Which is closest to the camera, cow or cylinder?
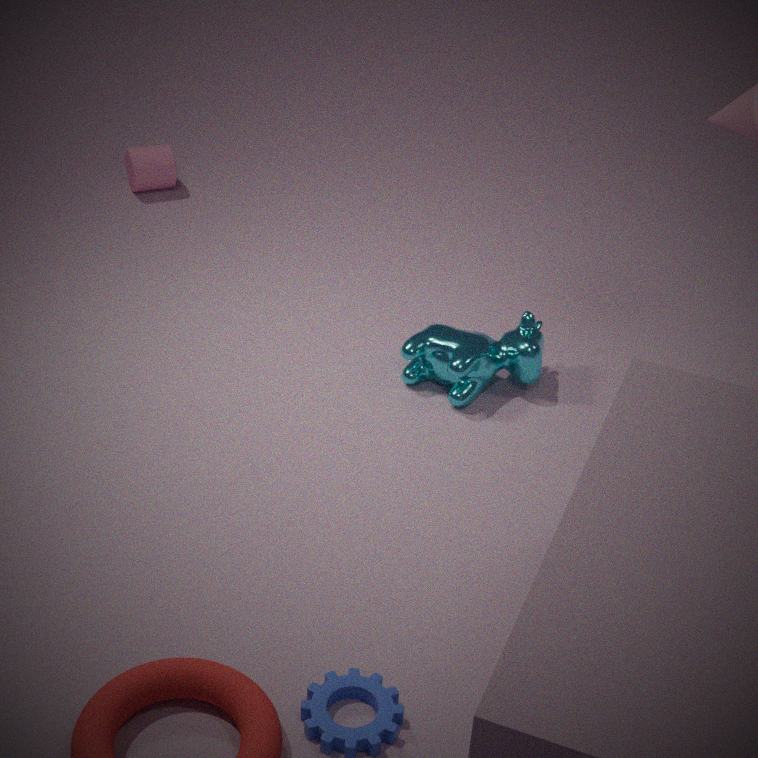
cow
